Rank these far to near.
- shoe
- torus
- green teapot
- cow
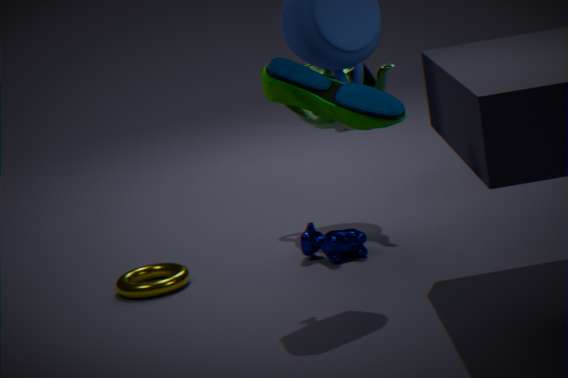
green teapot → cow → torus → shoe
